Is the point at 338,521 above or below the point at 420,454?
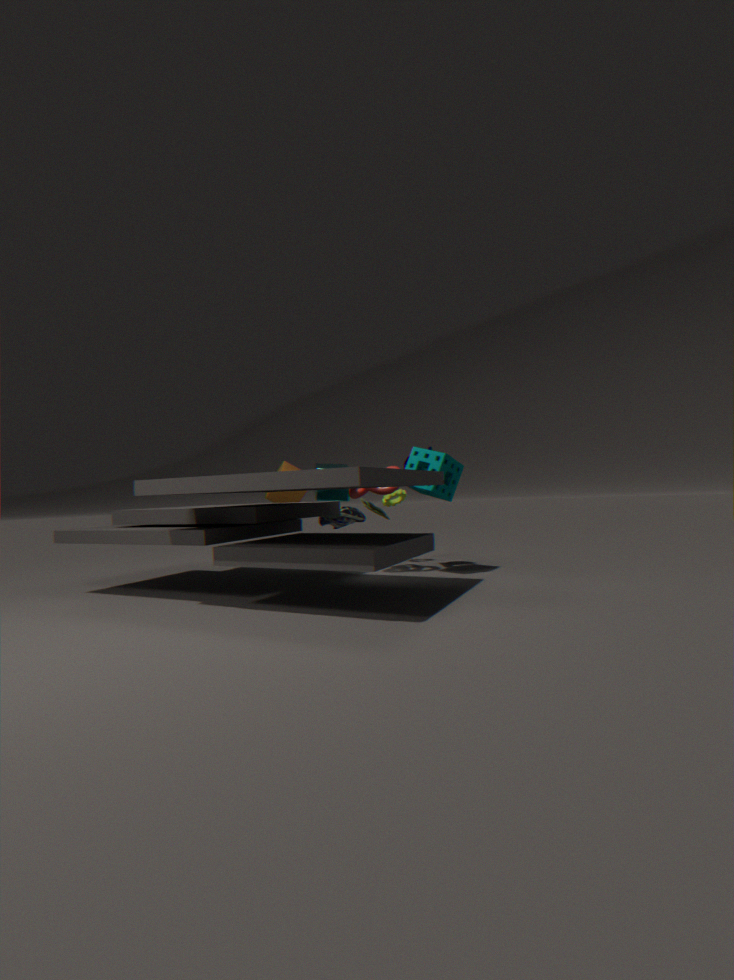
below
